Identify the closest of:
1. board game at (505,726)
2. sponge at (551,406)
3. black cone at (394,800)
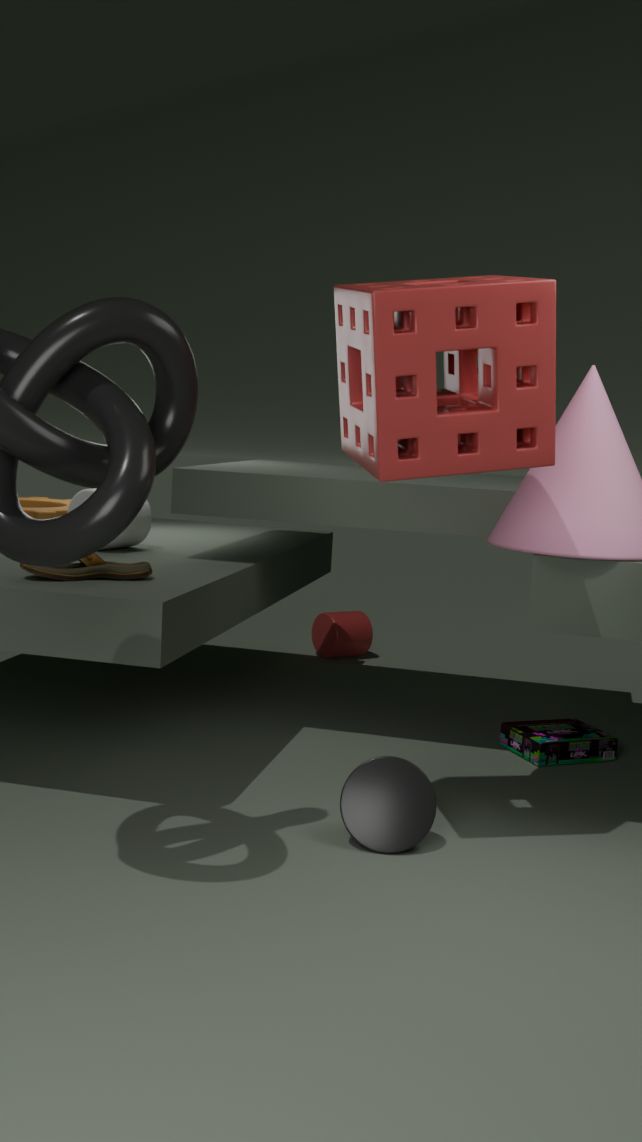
sponge at (551,406)
